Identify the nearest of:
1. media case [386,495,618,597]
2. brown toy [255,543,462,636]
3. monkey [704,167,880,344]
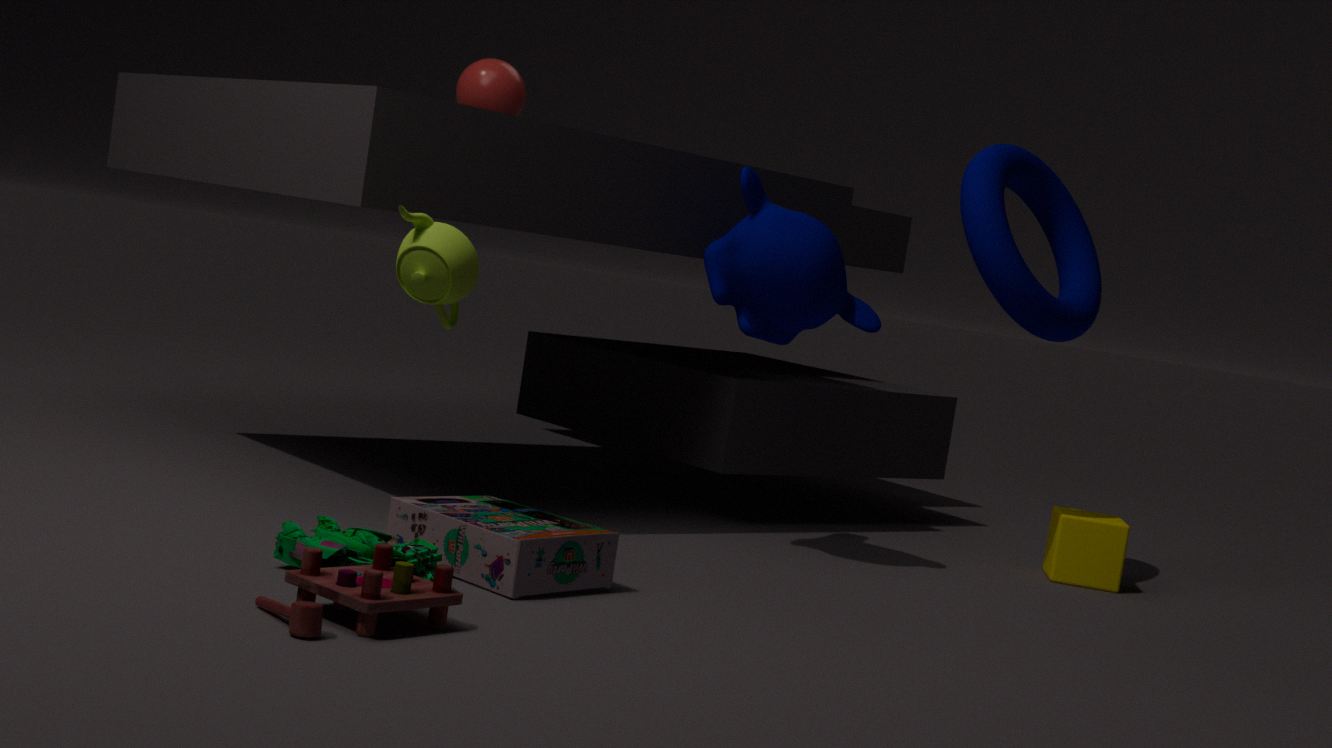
brown toy [255,543,462,636]
